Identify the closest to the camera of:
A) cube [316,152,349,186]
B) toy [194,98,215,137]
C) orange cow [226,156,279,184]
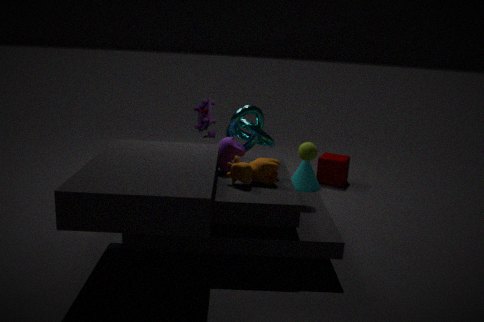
orange cow [226,156,279,184]
